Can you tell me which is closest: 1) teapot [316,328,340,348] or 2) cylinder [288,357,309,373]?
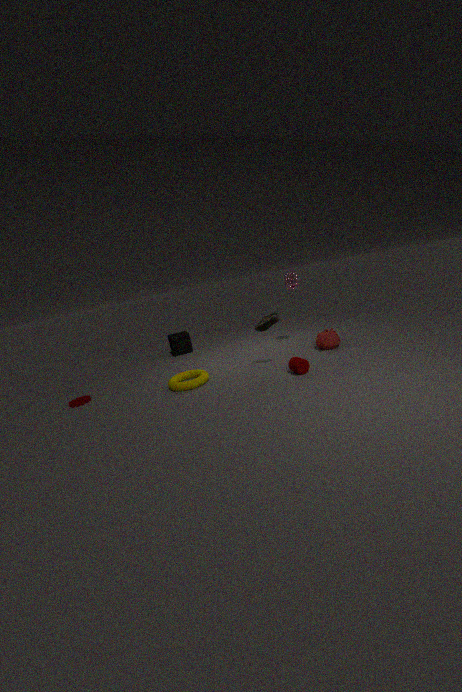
2. cylinder [288,357,309,373]
